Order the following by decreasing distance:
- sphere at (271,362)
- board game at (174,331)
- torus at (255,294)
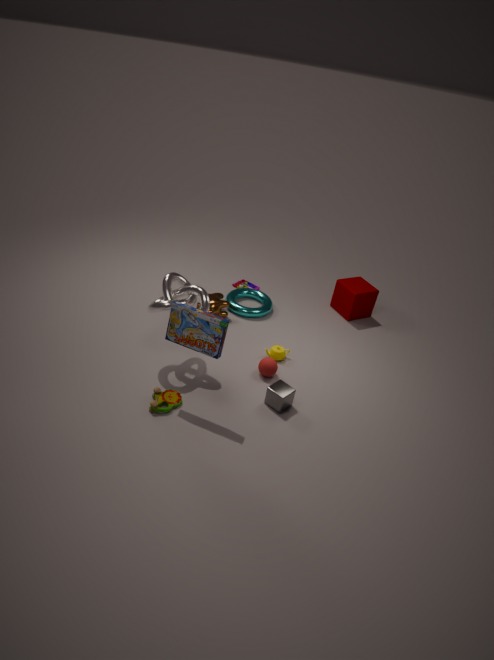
torus at (255,294)
sphere at (271,362)
board game at (174,331)
